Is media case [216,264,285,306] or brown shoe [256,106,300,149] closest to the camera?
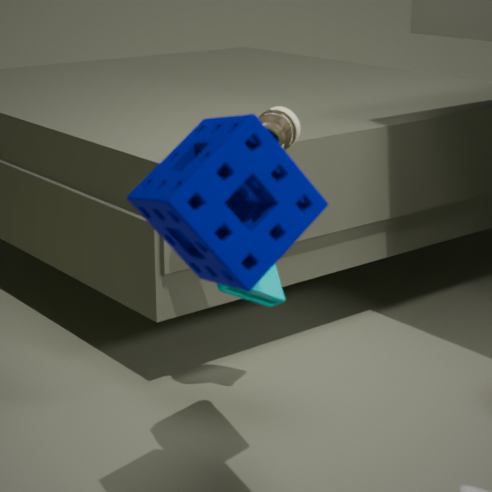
media case [216,264,285,306]
